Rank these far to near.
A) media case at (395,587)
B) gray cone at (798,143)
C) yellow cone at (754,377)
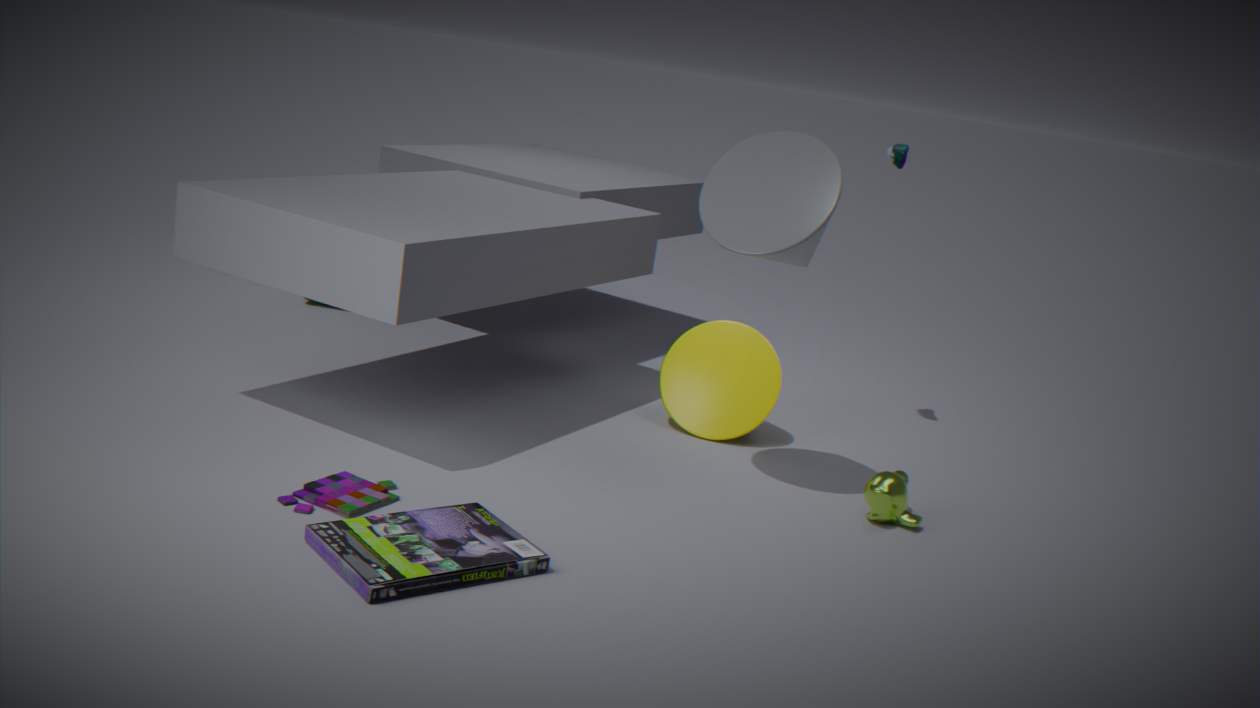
1. yellow cone at (754,377)
2. gray cone at (798,143)
3. media case at (395,587)
